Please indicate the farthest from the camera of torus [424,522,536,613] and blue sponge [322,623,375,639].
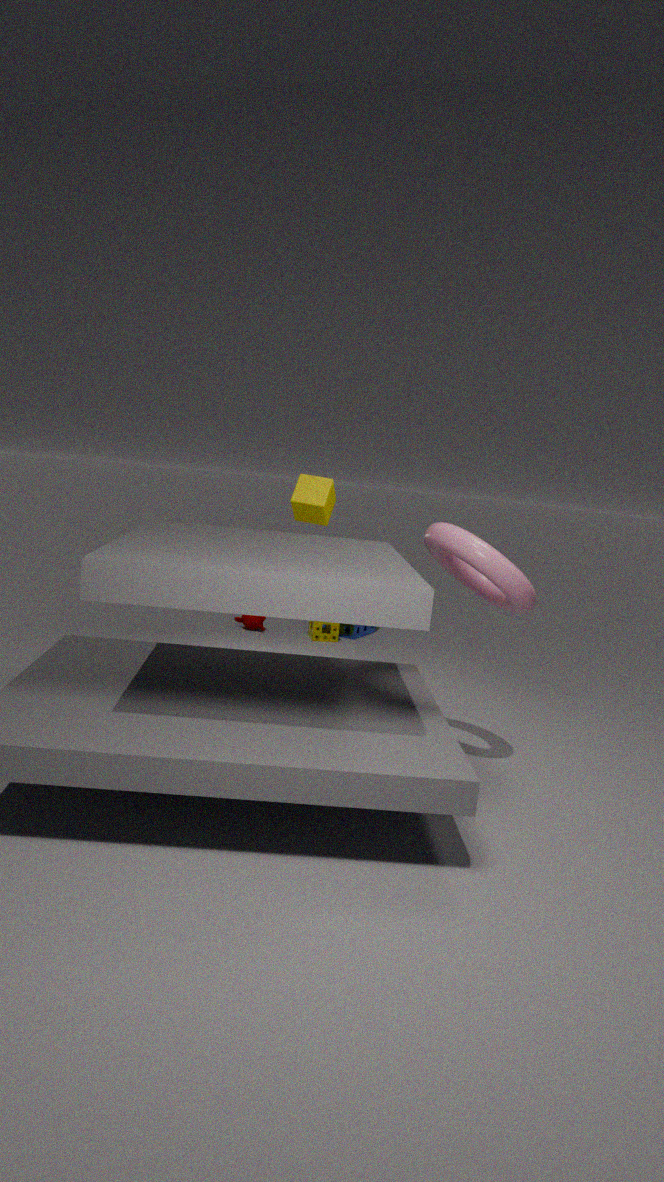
blue sponge [322,623,375,639]
